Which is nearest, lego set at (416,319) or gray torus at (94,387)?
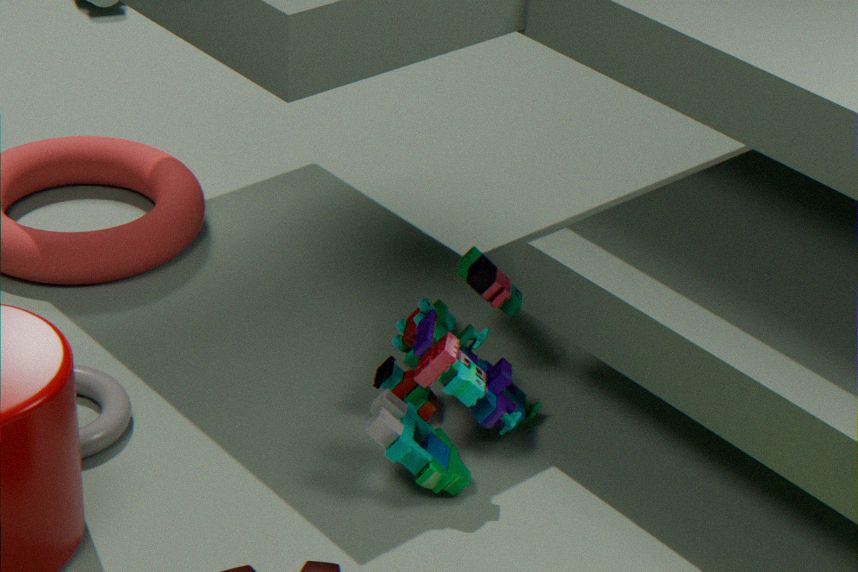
lego set at (416,319)
